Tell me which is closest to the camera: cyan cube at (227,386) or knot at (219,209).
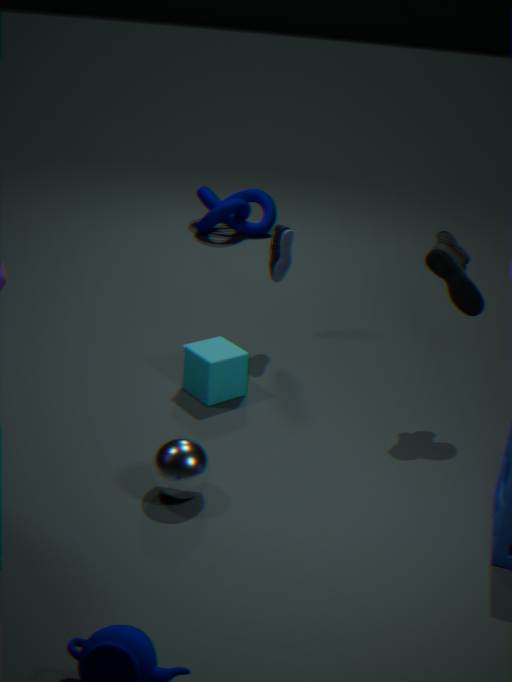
cyan cube at (227,386)
